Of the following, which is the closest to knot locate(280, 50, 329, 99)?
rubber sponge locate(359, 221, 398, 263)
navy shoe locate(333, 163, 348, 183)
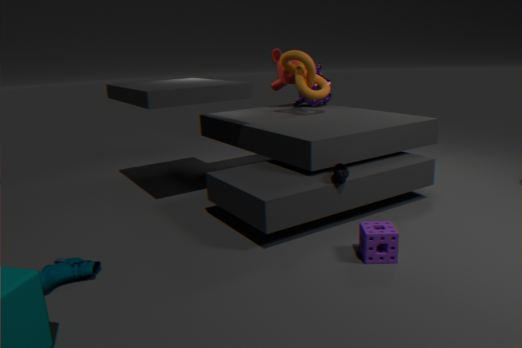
navy shoe locate(333, 163, 348, 183)
